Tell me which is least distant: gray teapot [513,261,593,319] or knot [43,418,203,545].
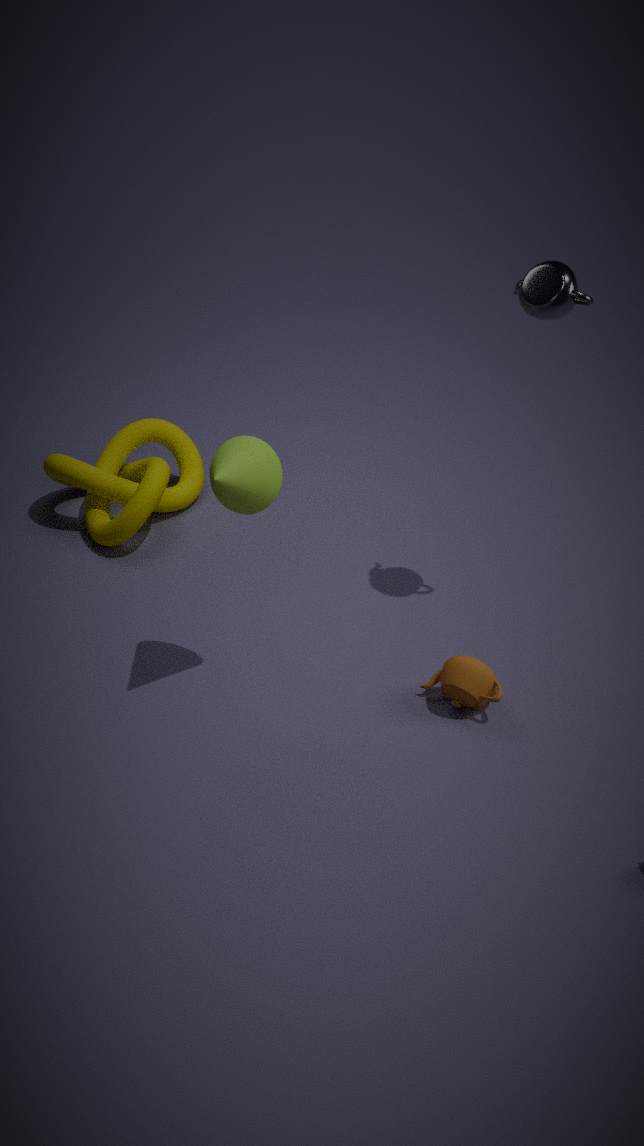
gray teapot [513,261,593,319]
